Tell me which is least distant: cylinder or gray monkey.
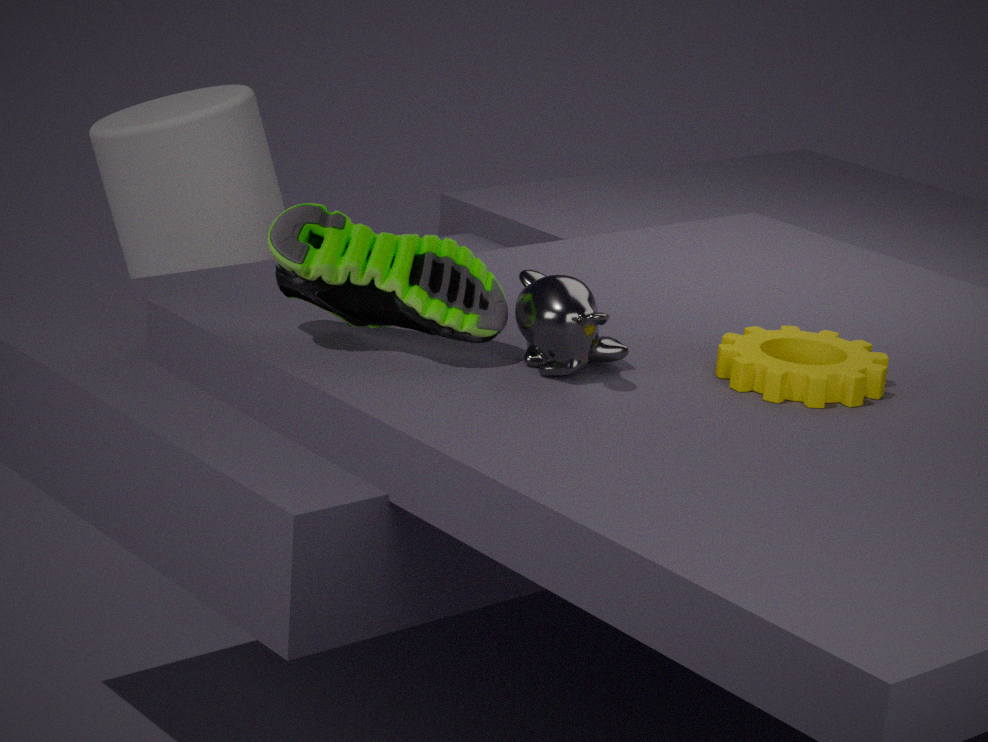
gray monkey
